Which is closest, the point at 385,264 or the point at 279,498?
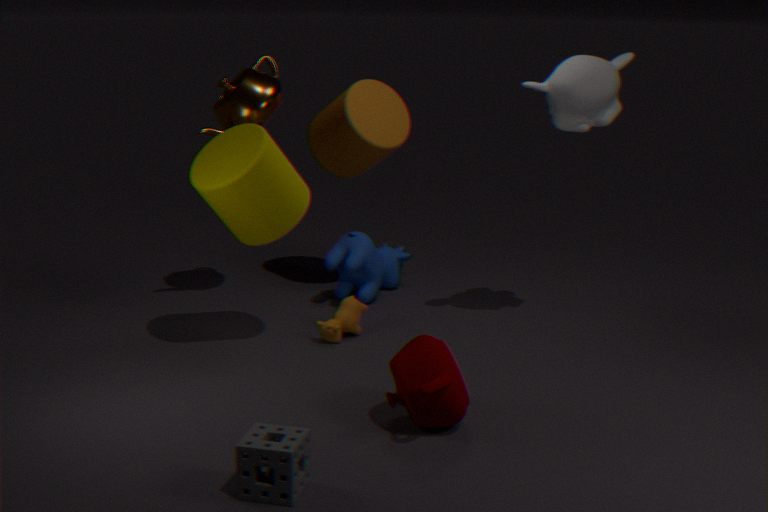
the point at 279,498
